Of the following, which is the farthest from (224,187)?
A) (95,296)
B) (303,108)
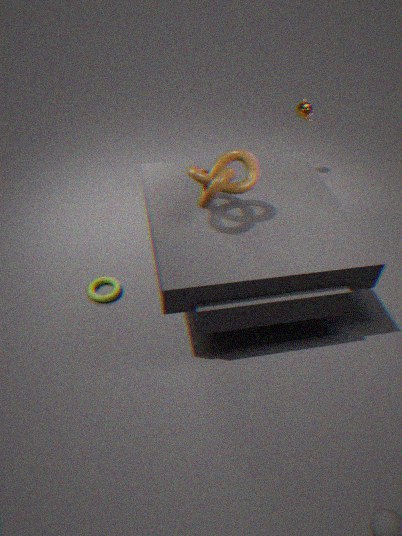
(303,108)
